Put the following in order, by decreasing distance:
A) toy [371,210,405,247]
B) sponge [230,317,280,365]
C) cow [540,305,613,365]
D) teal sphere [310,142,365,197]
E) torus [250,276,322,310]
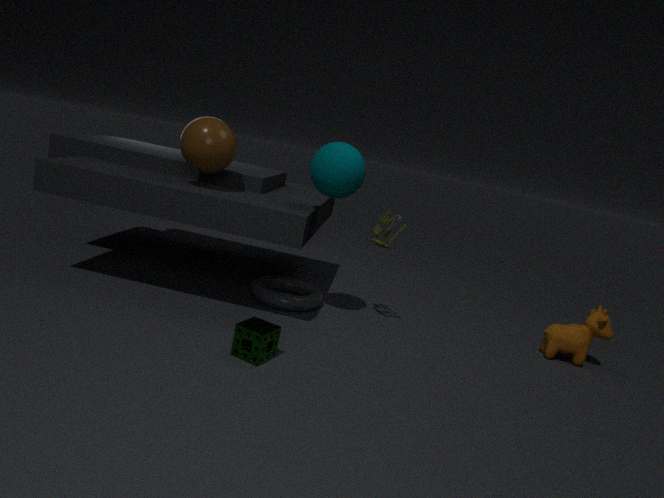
1. cow [540,305,613,365]
2. torus [250,276,322,310]
3. toy [371,210,405,247]
4. teal sphere [310,142,365,197]
5. sponge [230,317,280,365]
